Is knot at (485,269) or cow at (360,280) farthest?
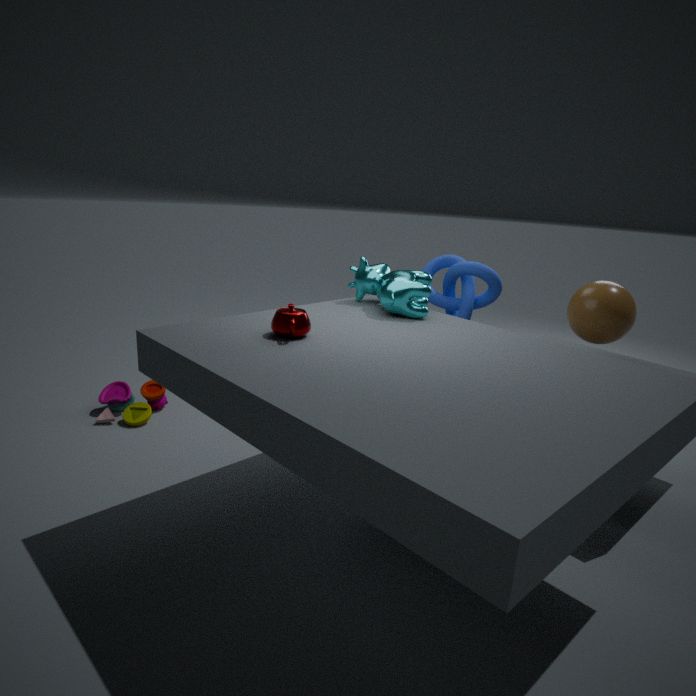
knot at (485,269)
